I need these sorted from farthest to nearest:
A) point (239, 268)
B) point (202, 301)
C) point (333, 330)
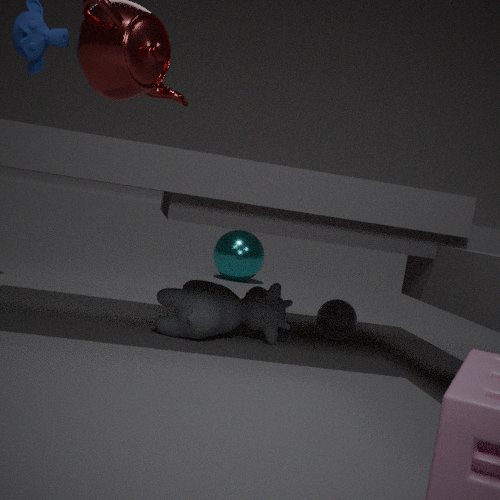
A. point (239, 268)
C. point (333, 330)
B. point (202, 301)
